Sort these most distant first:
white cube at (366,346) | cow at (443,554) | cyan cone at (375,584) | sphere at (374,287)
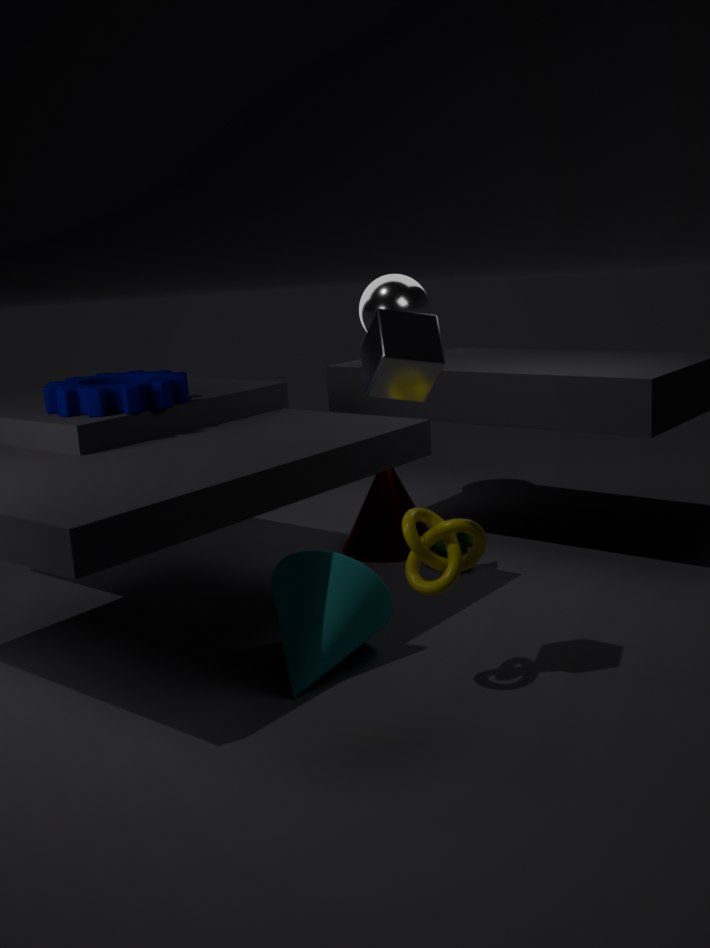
1. sphere at (374,287)
2. cow at (443,554)
3. cyan cone at (375,584)
4. white cube at (366,346)
